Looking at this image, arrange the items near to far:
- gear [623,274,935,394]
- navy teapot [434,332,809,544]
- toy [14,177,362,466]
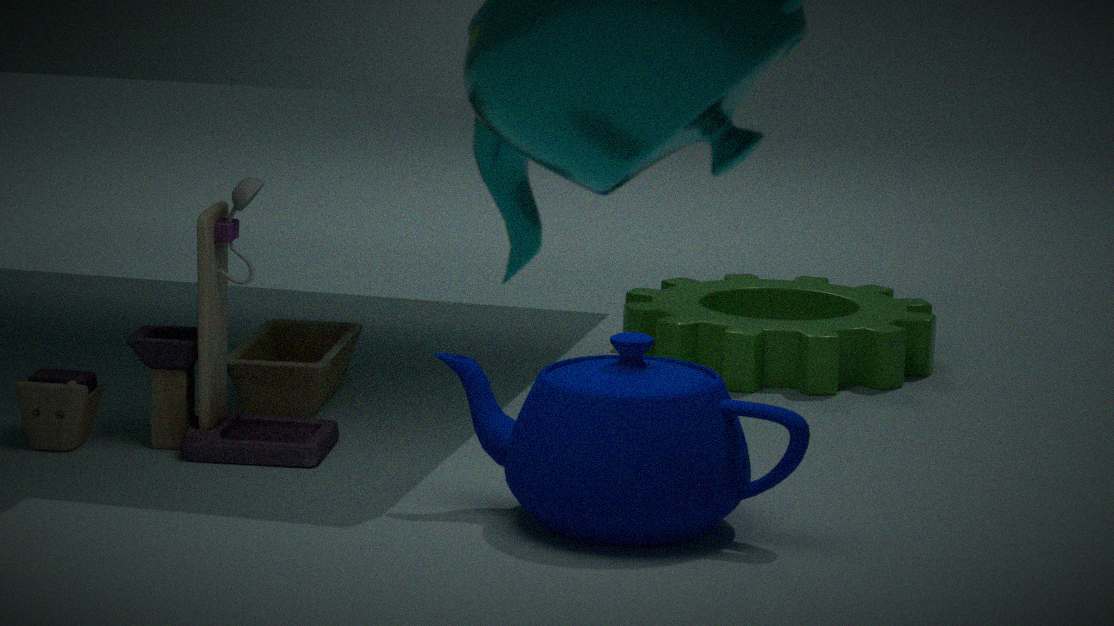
1. navy teapot [434,332,809,544]
2. toy [14,177,362,466]
3. gear [623,274,935,394]
